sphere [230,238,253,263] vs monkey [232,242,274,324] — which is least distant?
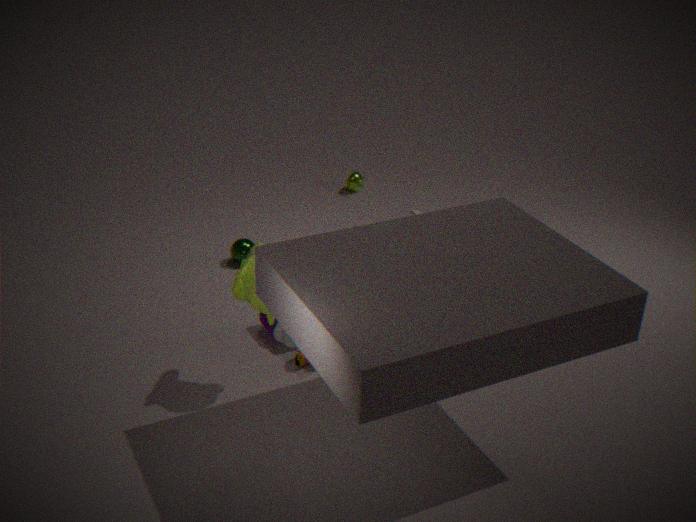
monkey [232,242,274,324]
